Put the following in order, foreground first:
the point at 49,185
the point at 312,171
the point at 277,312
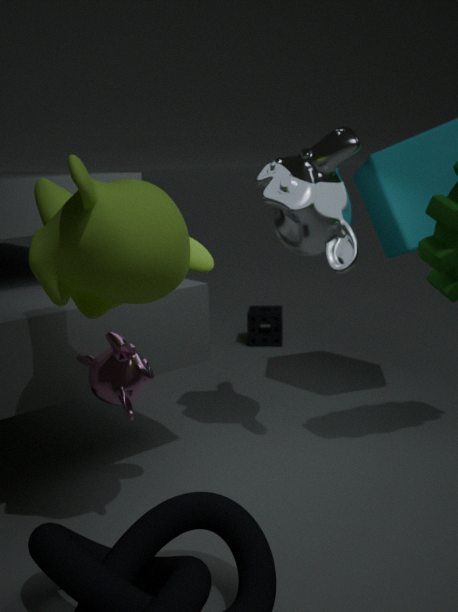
the point at 49,185, the point at 312,171, the point at 277,312
